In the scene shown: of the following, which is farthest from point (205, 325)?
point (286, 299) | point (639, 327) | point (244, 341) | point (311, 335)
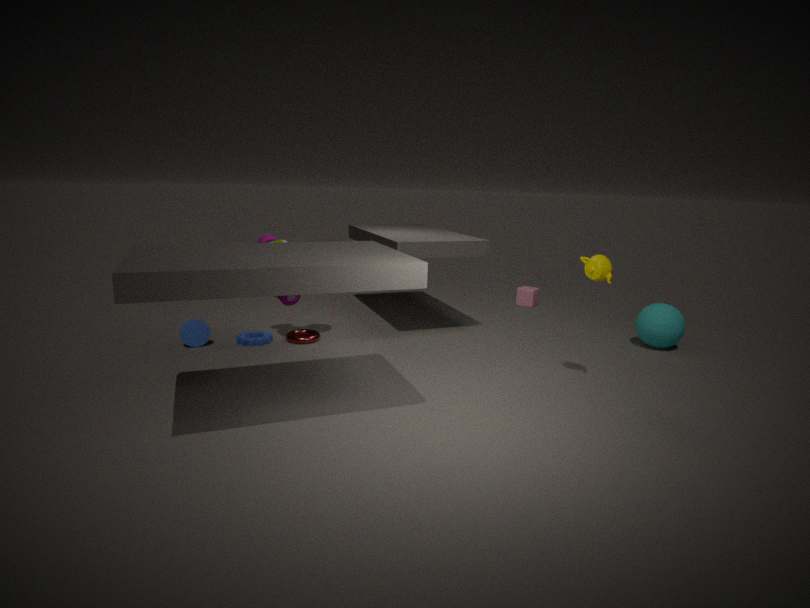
point (639, 327)
